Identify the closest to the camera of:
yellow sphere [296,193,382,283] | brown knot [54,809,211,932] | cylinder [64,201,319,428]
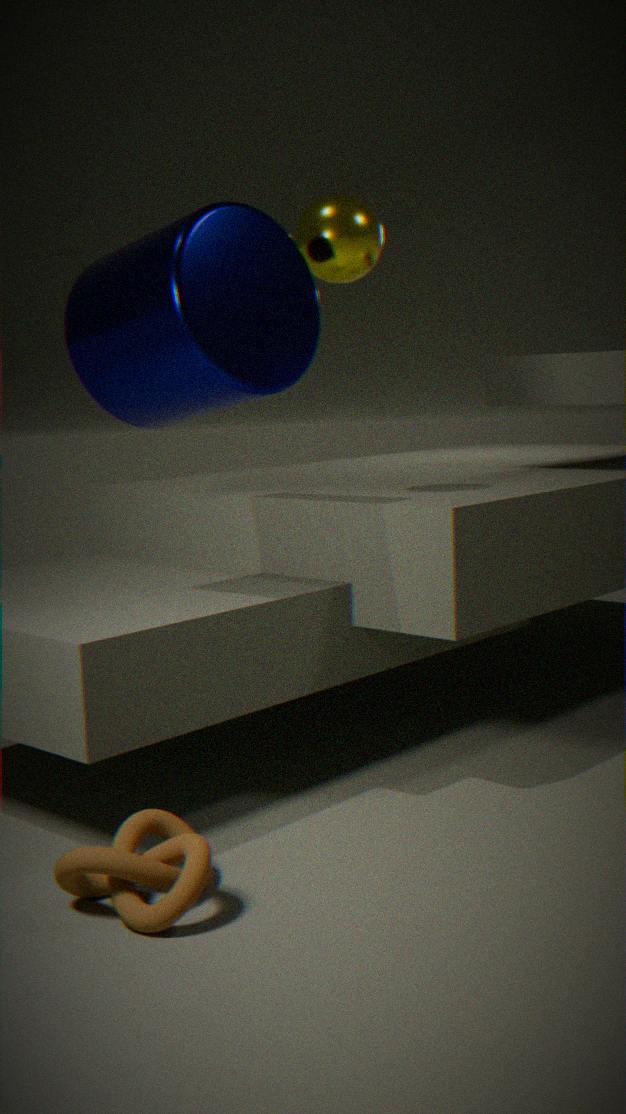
brown knot [54,809,211,932]
